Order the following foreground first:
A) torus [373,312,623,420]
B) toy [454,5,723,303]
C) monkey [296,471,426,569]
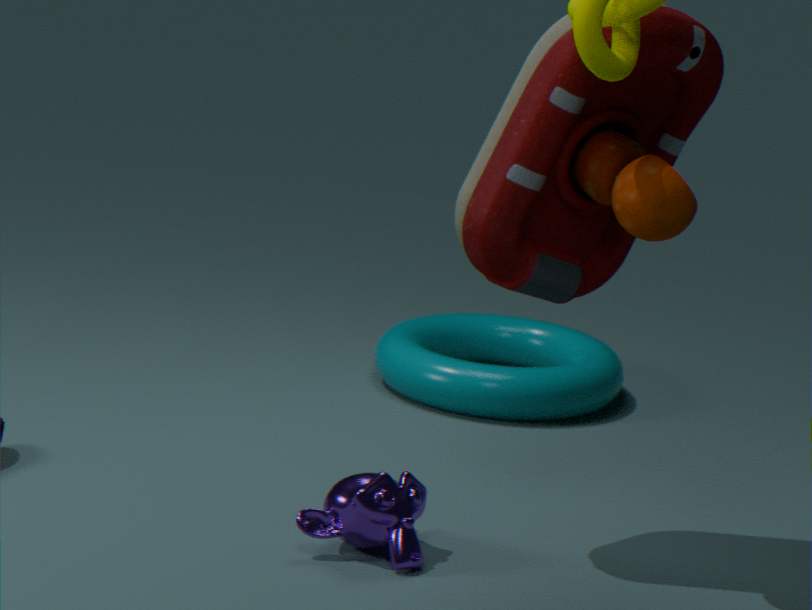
toy [454,5,723,303] < monkey [296,471,426,569] < torus [373,312,623,420]
